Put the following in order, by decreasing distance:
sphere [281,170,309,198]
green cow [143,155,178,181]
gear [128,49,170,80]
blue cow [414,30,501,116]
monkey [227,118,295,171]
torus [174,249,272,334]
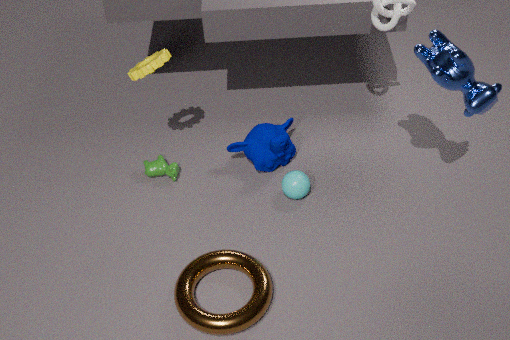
green cow [143,155,178,181] < monkey [227,118,295,171] < sphere [281,170,309,198] < gear [128,49,170,80] < torus [174,249,272,334] < blue cow [414,30,501,116]
